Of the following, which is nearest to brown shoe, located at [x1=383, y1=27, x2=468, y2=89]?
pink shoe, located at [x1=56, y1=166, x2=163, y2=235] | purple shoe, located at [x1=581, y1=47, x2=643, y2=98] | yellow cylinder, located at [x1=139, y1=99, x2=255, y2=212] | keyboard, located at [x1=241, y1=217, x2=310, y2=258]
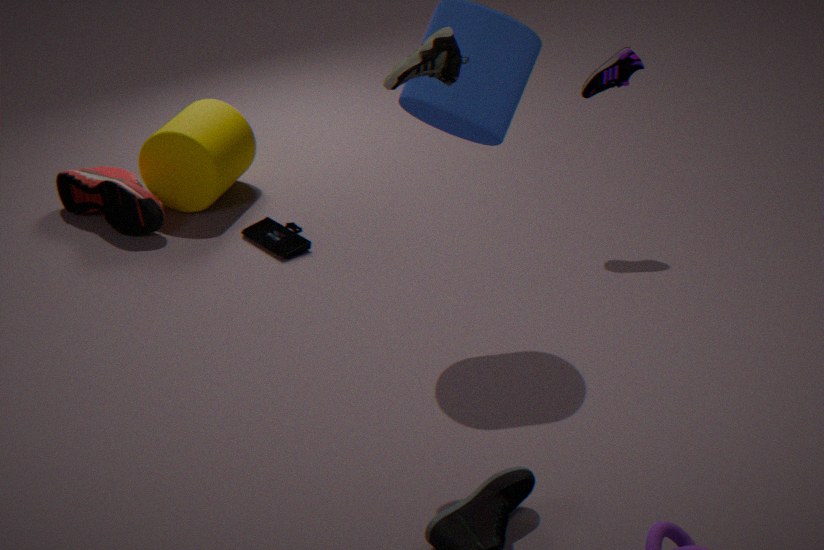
purple shoe, located at [x1=581, y1=47, x2=643, y2=98]
